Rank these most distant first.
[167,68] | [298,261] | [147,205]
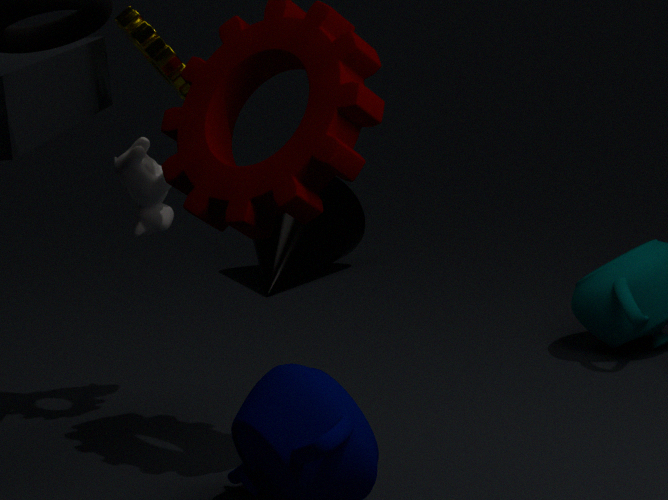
1. [298,261]
2. [147,205]
3. [167,68]
